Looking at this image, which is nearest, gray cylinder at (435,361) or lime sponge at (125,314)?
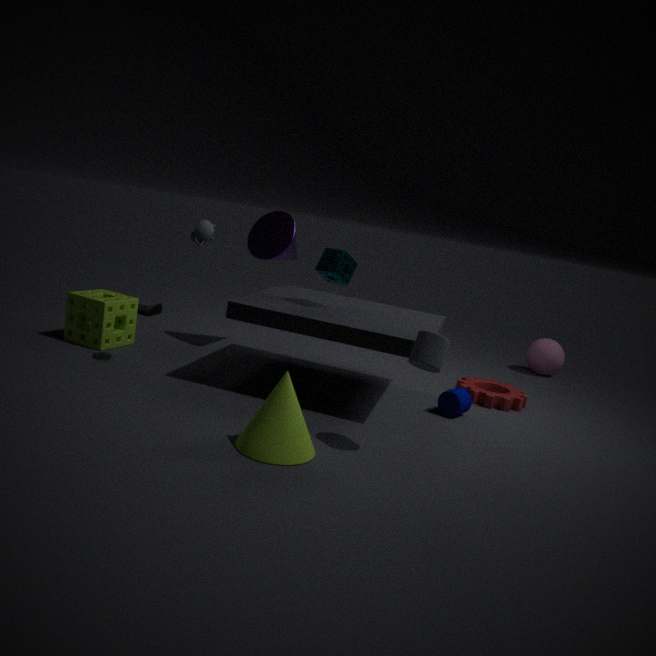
gray cylinder at (435,361)
